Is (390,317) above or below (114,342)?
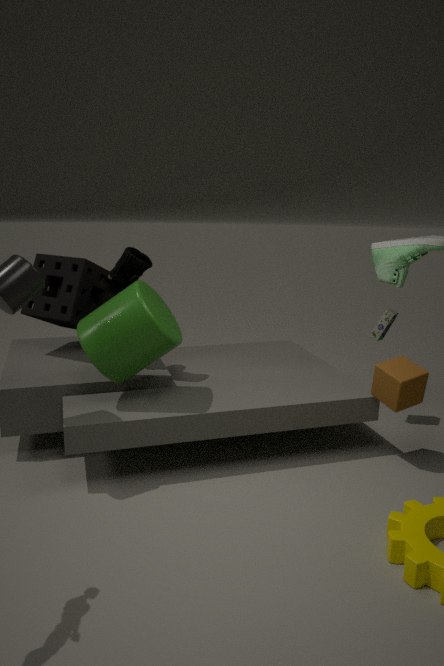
below
